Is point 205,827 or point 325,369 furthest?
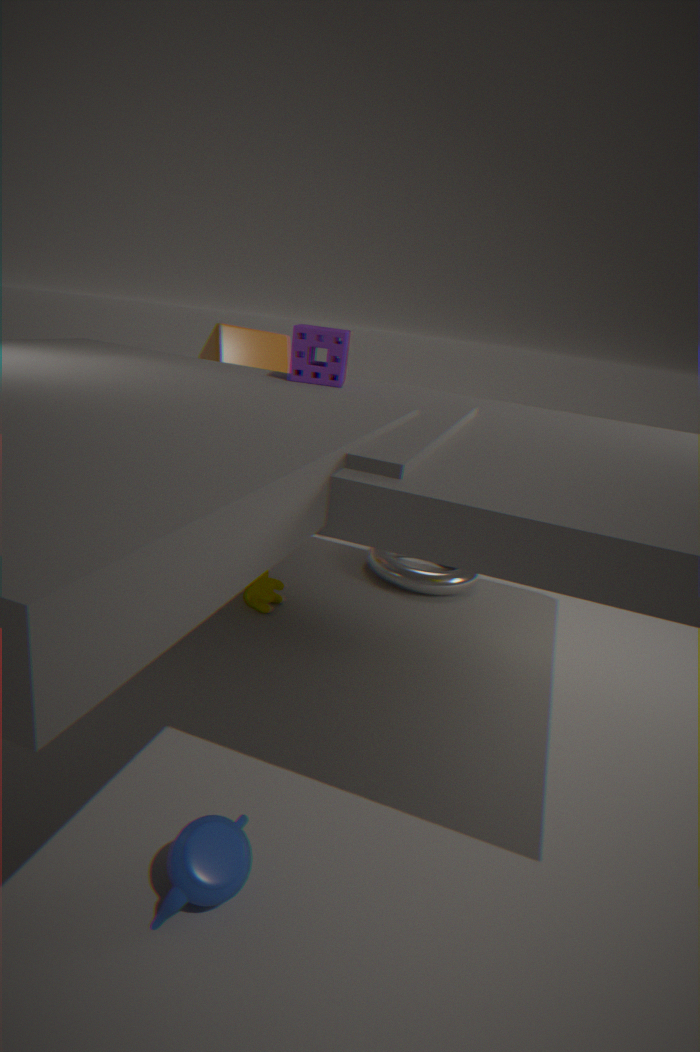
point 325,369
